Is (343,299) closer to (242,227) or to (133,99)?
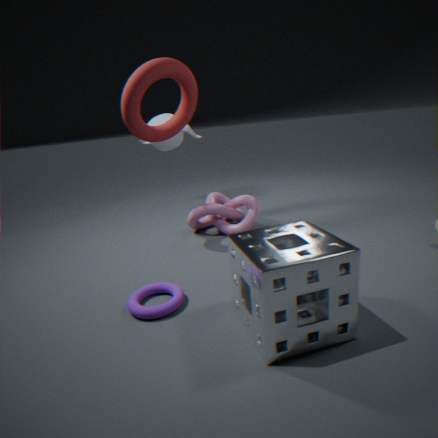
(242,227)
